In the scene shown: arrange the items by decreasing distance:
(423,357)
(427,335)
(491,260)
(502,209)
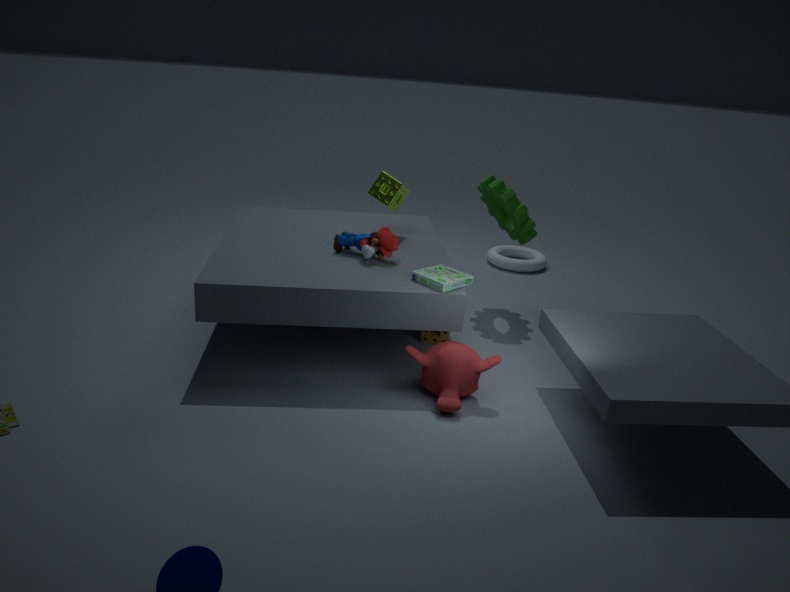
(491,260) < (502,209) < (427,335) < (423,357)
